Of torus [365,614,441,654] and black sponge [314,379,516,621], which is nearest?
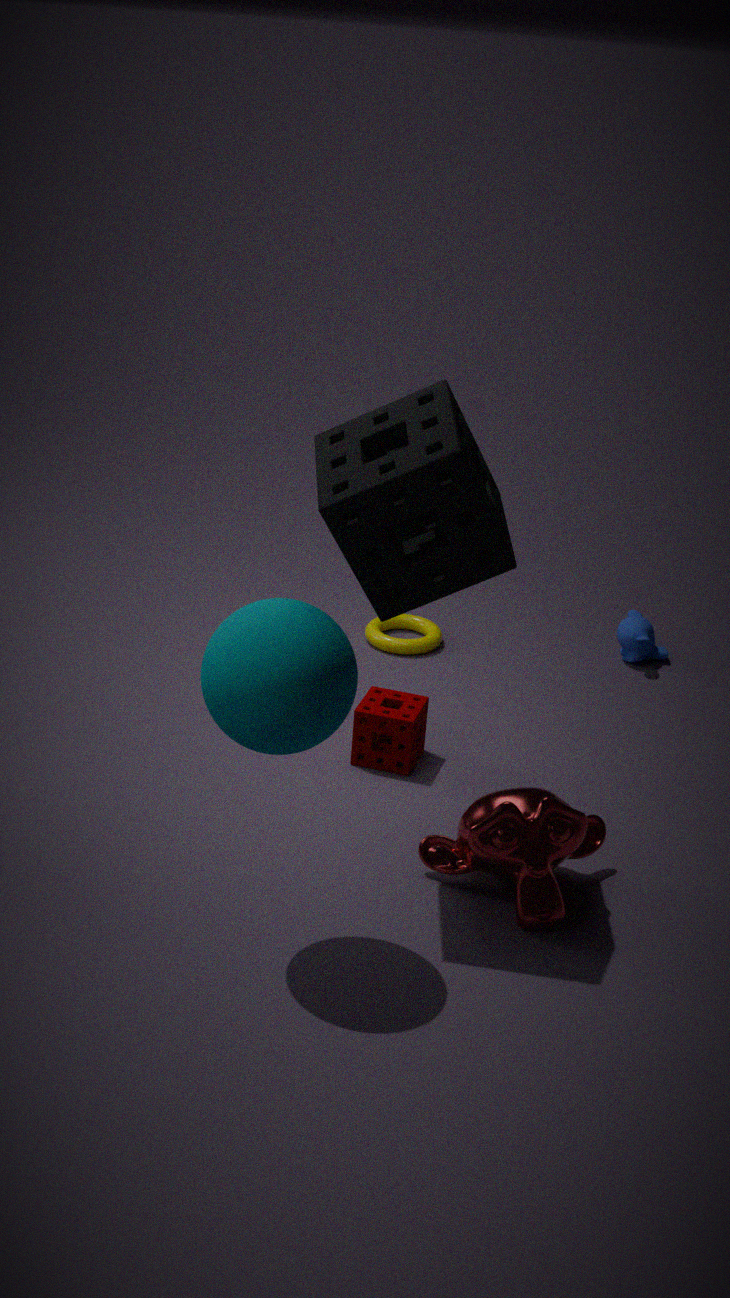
black sponge [314,379,516,621]
